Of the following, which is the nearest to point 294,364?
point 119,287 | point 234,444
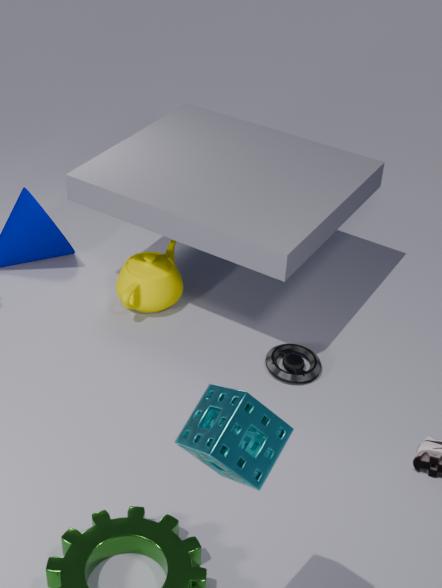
point 119,287
